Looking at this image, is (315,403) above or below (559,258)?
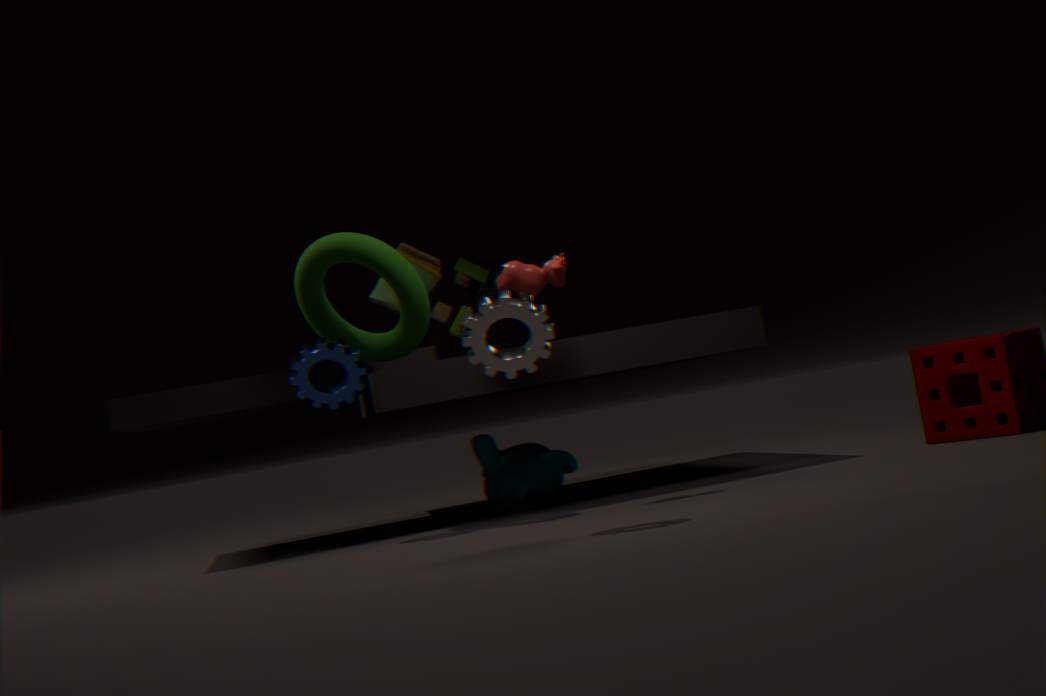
below
